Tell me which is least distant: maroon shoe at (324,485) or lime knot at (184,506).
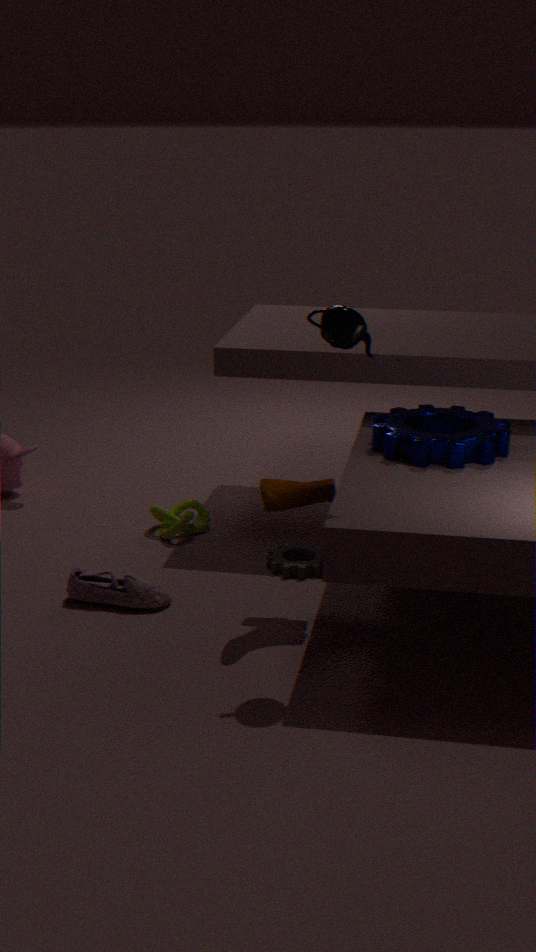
maroon shoe at (324,485)
